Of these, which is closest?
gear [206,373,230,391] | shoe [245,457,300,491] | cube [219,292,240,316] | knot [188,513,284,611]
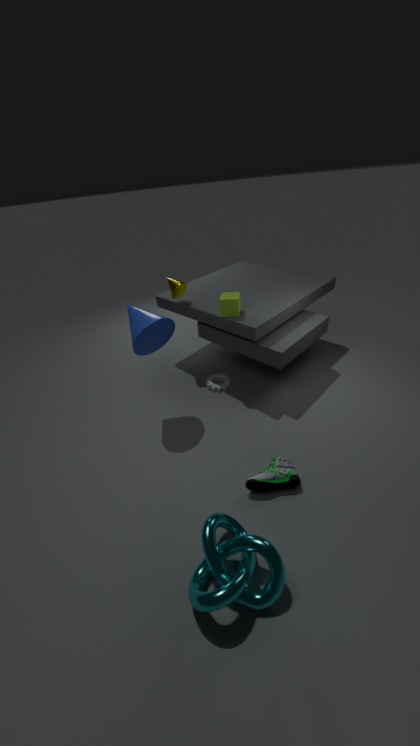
knot [188,513,284,611]
